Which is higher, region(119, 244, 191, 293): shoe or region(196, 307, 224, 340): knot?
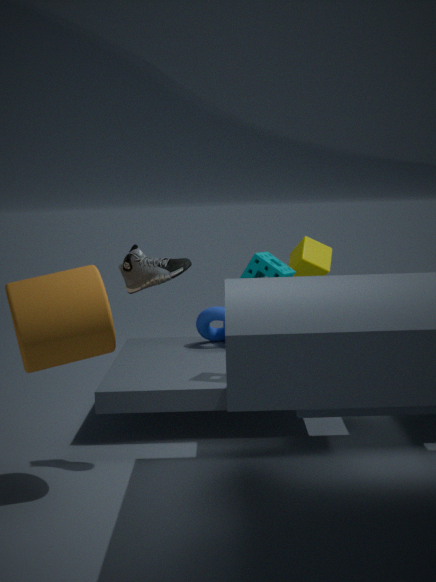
region(119, 244, 191, 293): shoe
